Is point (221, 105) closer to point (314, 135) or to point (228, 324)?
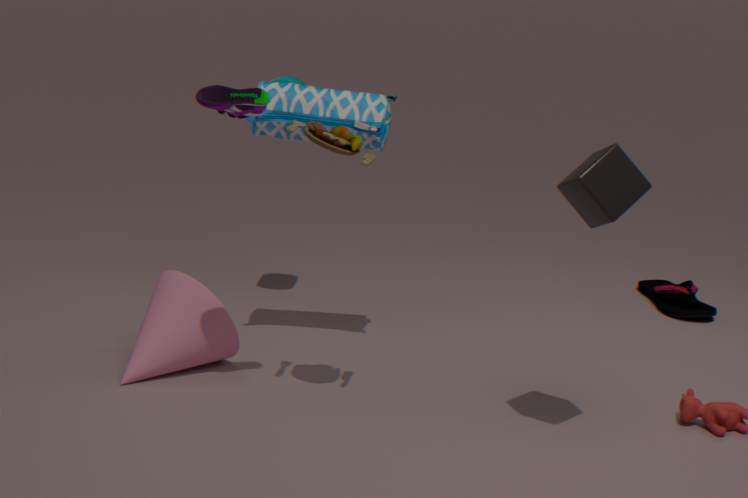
point (314, 135)
